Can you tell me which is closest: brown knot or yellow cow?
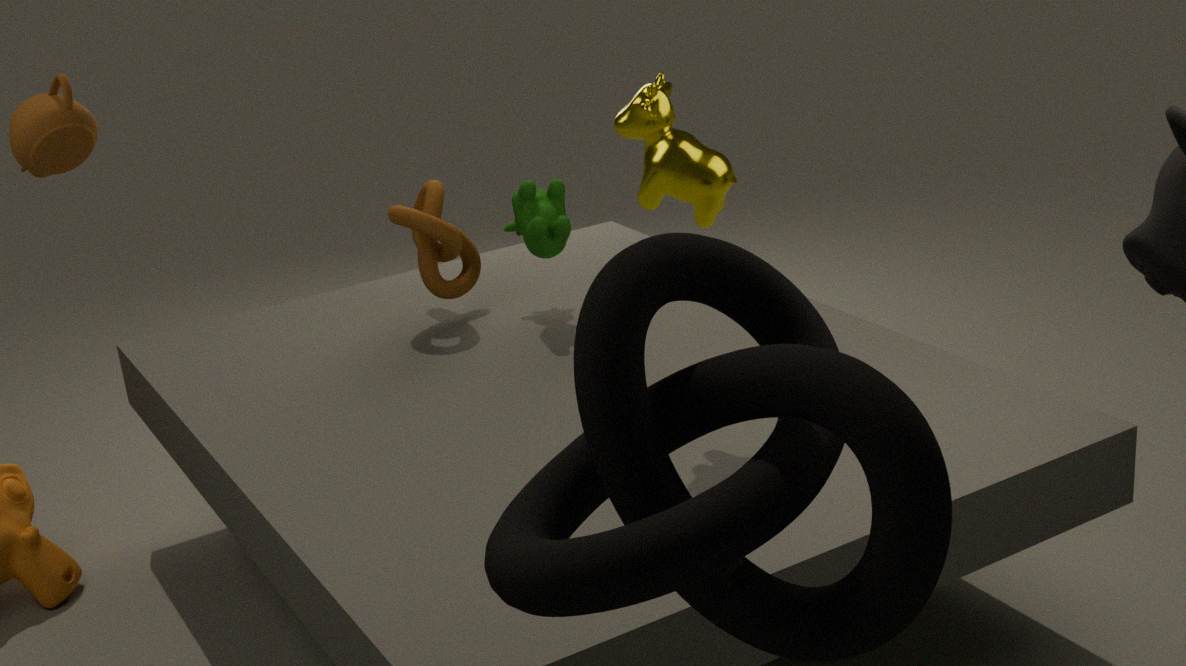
yellow cow
